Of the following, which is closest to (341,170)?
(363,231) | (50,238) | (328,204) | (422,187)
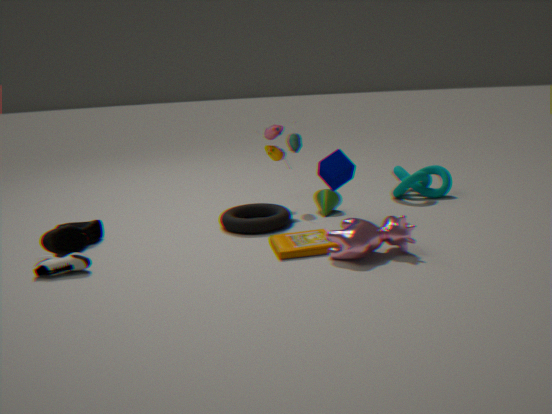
(328,204)
